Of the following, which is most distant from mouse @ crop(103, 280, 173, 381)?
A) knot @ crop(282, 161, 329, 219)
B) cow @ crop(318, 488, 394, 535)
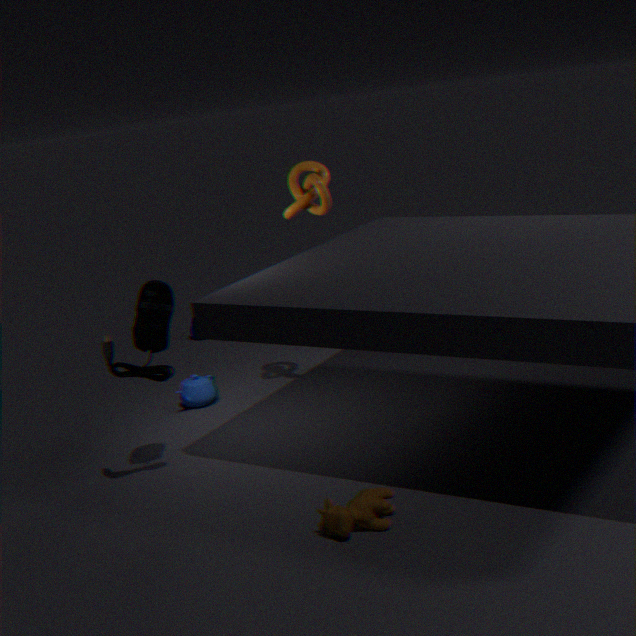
cow @ crop(318, 488, 394, 535)
